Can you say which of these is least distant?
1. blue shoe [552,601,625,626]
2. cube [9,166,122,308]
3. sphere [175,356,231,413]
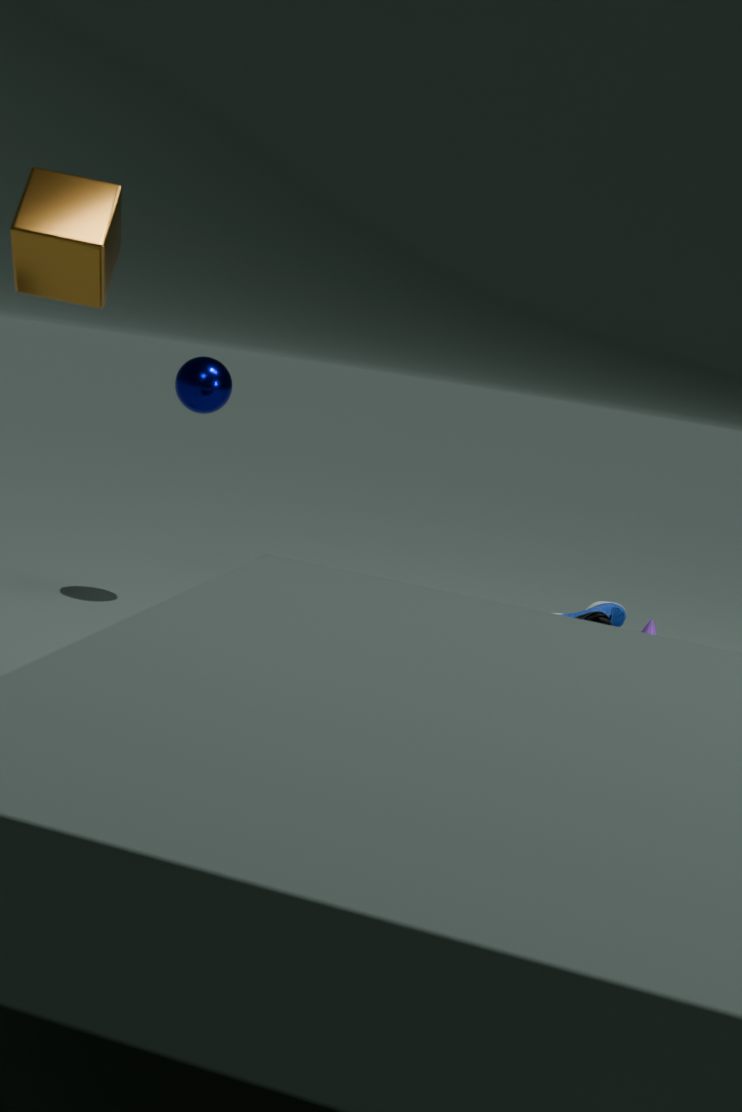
cube [9,166,122,308]
